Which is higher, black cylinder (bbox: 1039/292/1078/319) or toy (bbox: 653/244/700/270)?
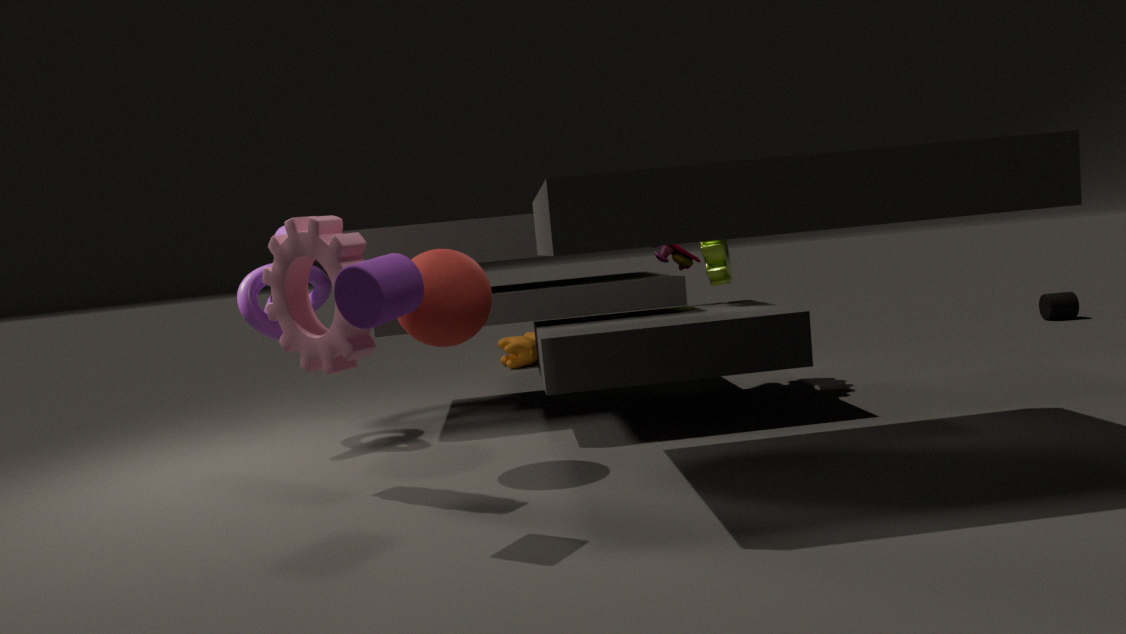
toy (bbox: 653/244/700/270)
